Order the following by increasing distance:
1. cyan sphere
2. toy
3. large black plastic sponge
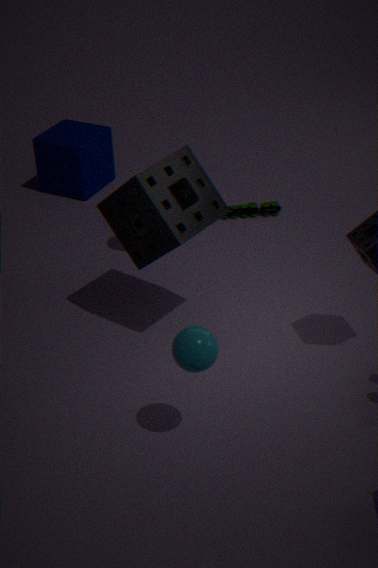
1. cyan sphere
2. large black plastic sponge
3. toy
